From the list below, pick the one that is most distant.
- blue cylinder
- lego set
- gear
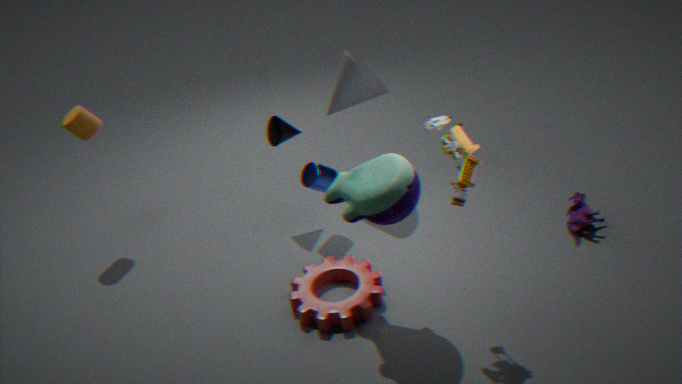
blue cylinder
